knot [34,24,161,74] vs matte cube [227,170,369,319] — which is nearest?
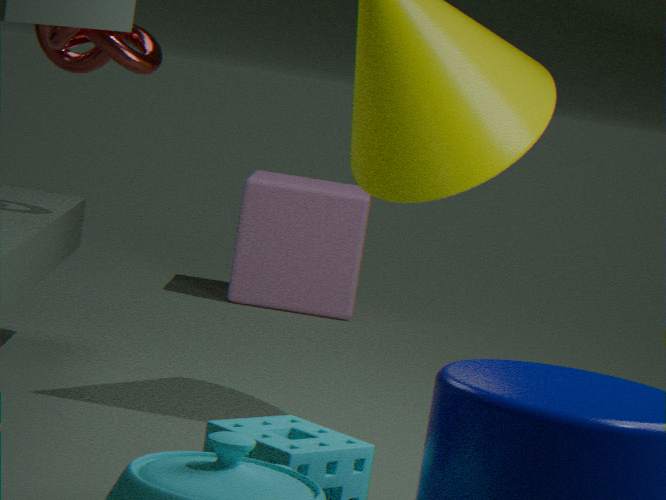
knot [34,24,161,74]
